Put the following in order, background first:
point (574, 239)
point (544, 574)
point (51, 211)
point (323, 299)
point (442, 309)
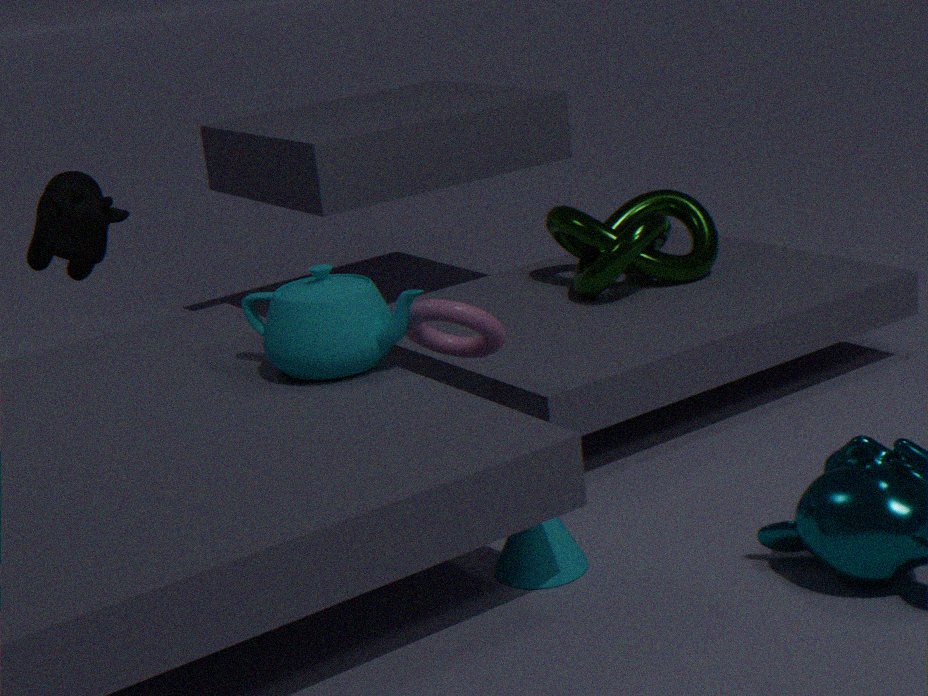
point (574, 239), point (51, 211), point (442, 309), point (323, 299), point (544, 574)
